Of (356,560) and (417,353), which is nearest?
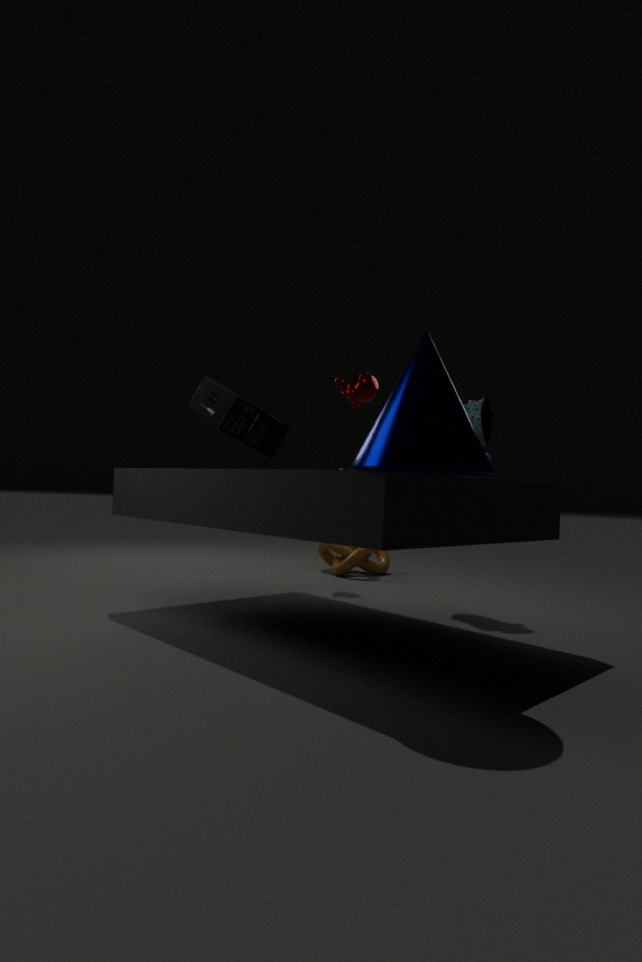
(417,353)
